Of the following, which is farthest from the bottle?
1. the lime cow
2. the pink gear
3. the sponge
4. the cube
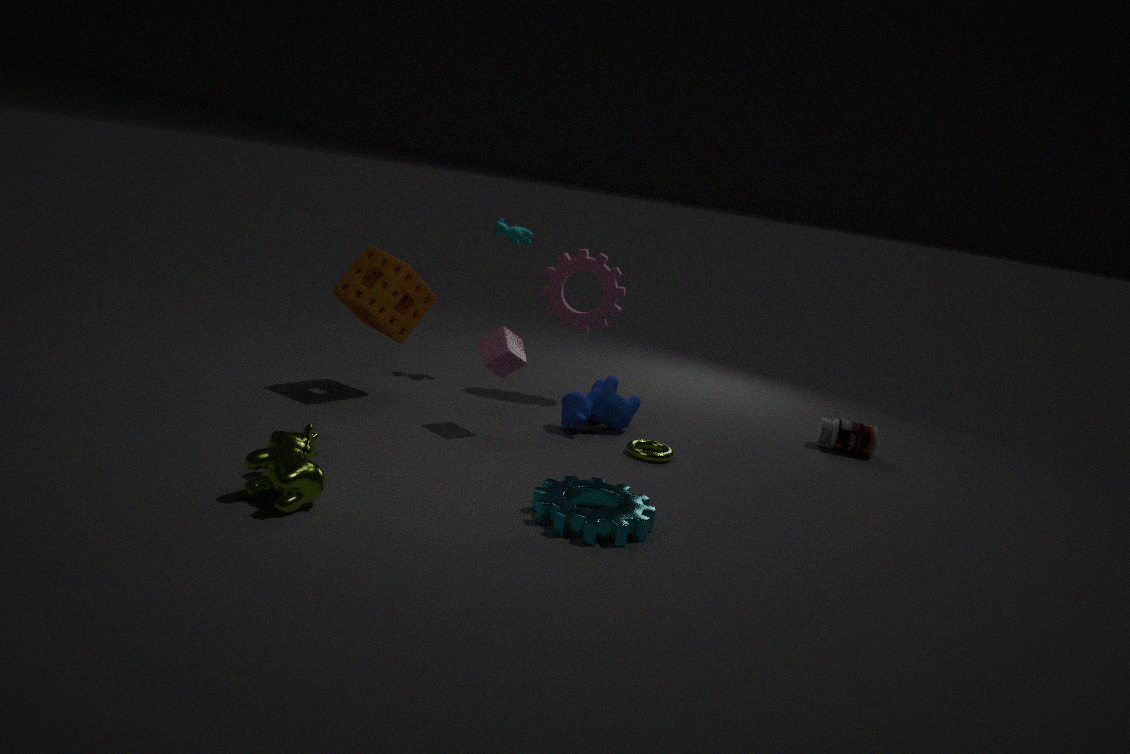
the lime cow
